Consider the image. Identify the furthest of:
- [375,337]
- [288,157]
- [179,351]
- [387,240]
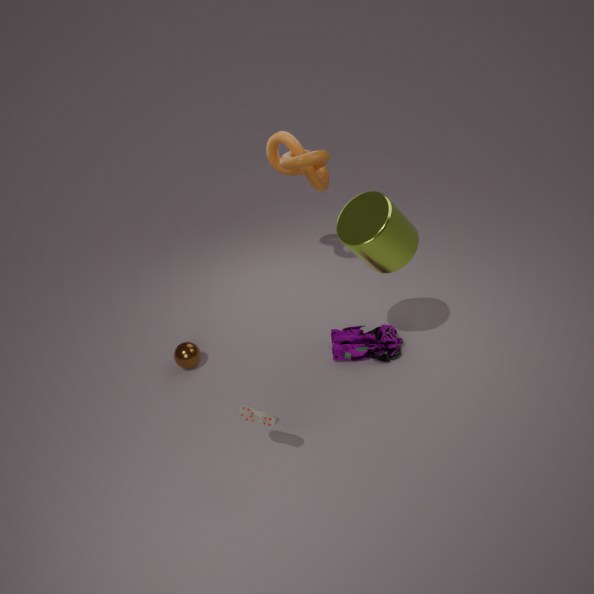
[288,157]
